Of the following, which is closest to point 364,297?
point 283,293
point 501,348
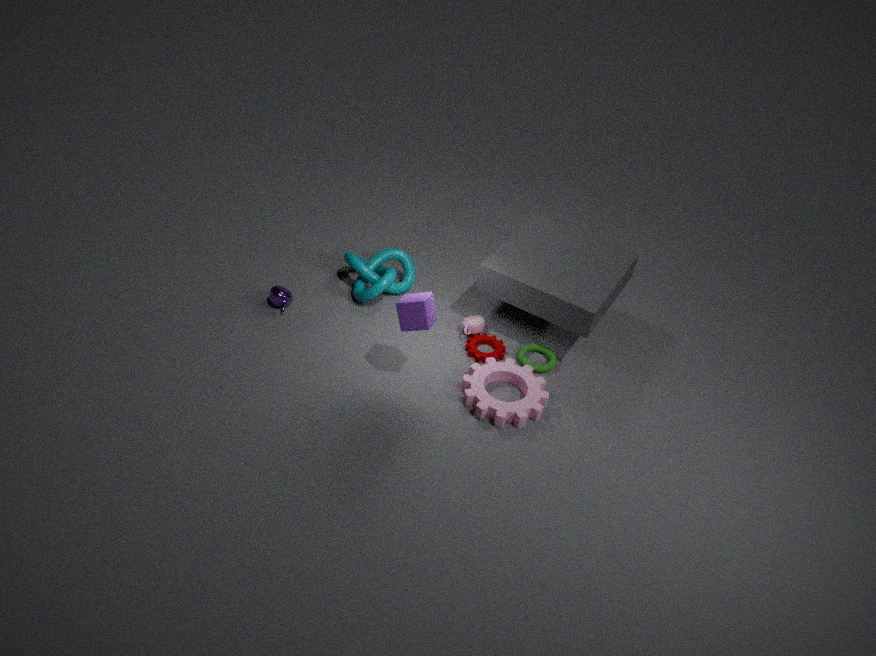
point 283,293
